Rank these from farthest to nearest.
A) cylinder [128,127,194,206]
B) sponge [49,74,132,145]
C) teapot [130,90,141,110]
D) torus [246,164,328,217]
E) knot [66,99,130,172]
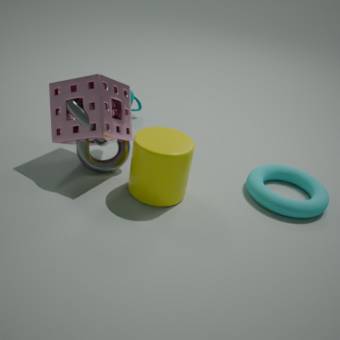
1. C. teapot [130,90,141,110]
2. D. torus [246,164,328,217]
3. E. knot [66,99,130,172]
4. B. sponge [49,74,132,145]
5. A. cylinder [128,127,194,206]
